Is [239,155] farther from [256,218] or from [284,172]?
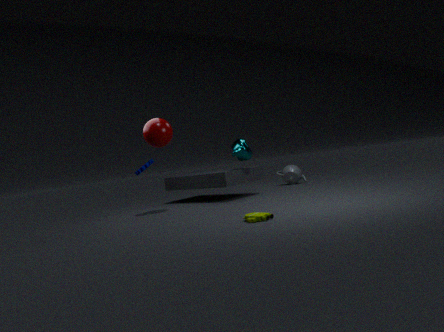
[256,218]
